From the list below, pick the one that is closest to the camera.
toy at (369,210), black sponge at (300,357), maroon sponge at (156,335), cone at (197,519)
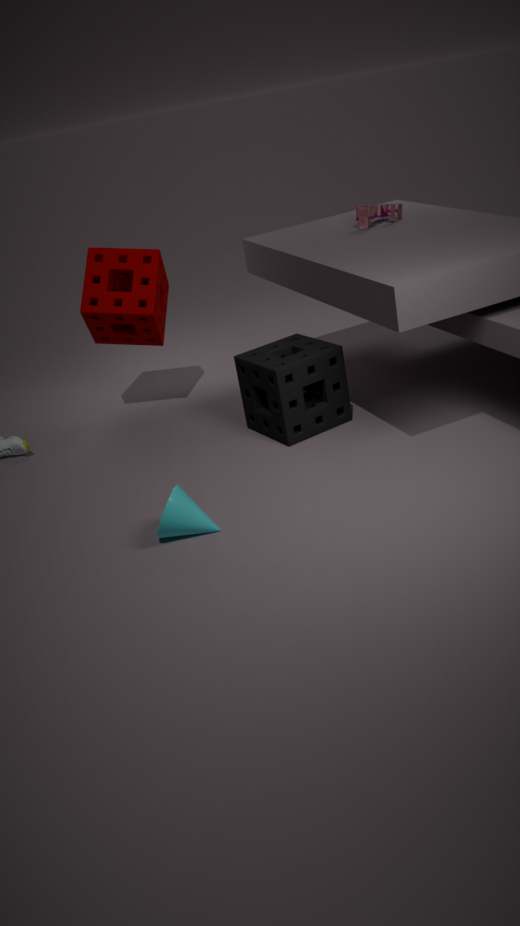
cone at (197,519)
